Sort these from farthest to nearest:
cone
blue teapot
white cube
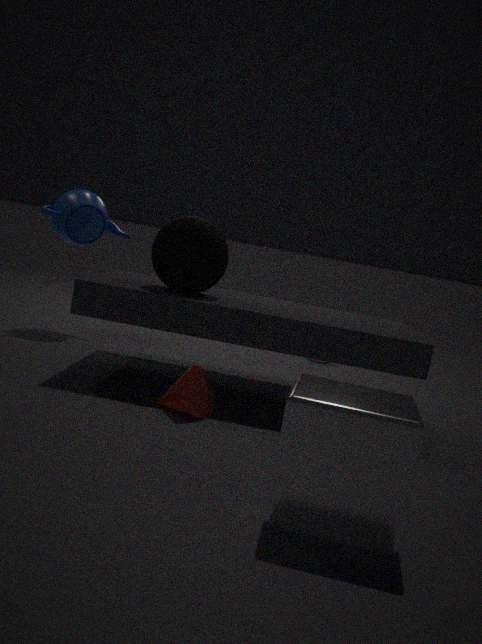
blue teapot, cone, white cube
